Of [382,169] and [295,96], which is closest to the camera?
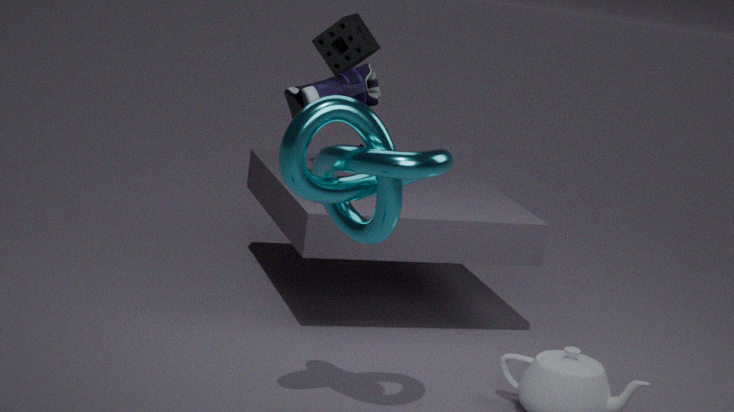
[382,169]
